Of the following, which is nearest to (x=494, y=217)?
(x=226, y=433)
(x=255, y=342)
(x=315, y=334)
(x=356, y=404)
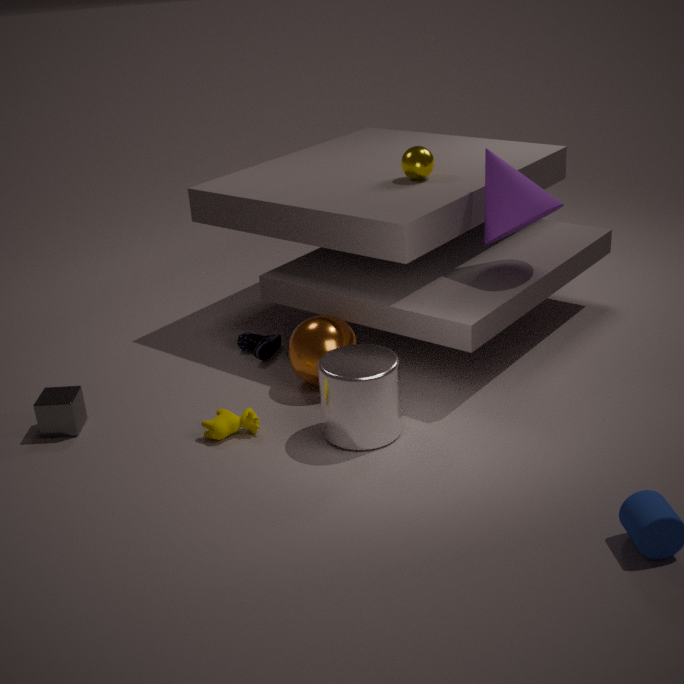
(x=315, y=334)
